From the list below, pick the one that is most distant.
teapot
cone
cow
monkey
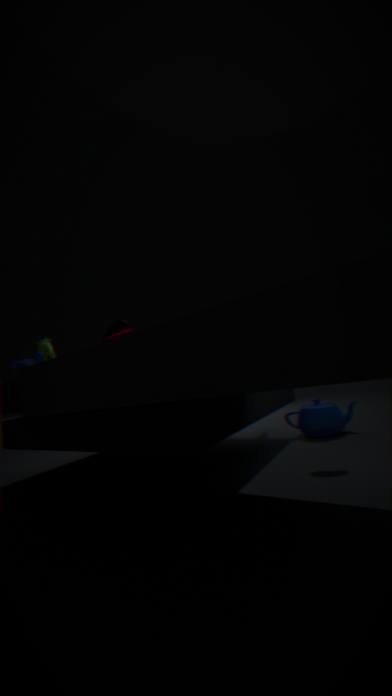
cone
